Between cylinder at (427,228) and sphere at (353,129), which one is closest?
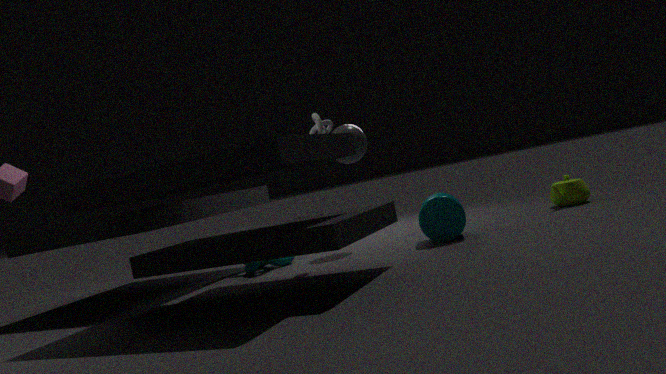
cylinder at (427,228)
